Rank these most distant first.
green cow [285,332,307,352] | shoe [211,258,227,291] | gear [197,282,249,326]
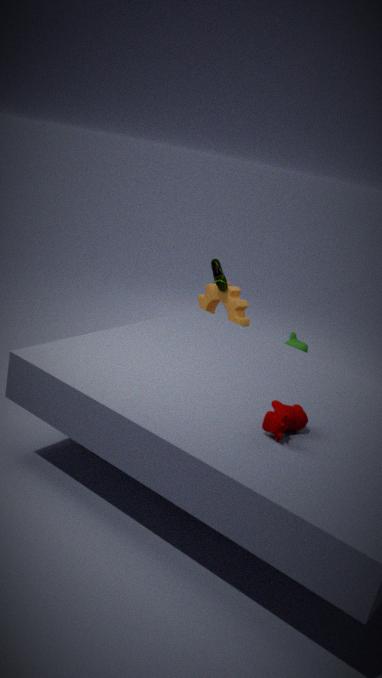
green cow [285,332,307,352] < gear [197,282,249,326] < shoe [211,258,227,291]
